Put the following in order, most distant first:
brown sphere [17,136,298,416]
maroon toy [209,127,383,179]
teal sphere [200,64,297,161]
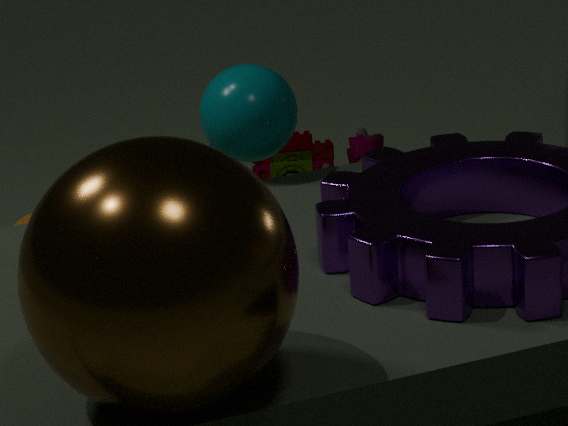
maroon toy [209,127,383,179] → teal sphere [200,64,297,161] → brown sphere [17,136,298,416]
